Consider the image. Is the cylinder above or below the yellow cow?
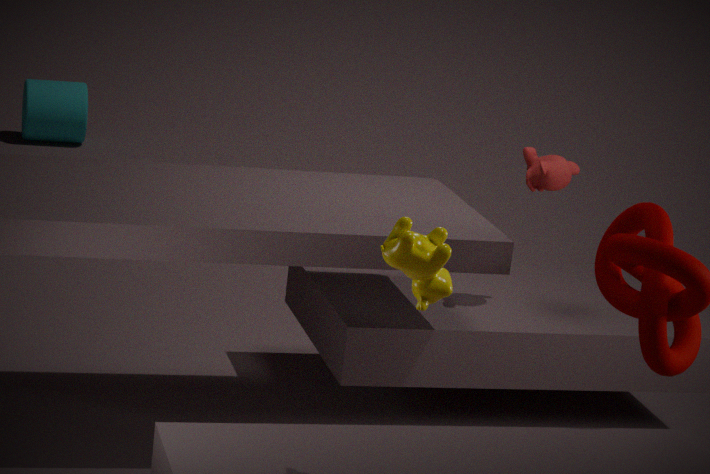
below
